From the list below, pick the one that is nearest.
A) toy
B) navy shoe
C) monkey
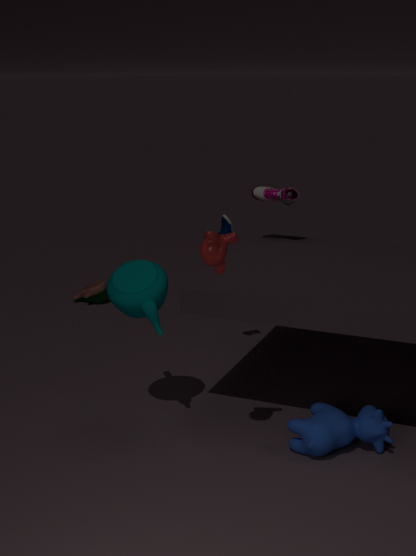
monkey
